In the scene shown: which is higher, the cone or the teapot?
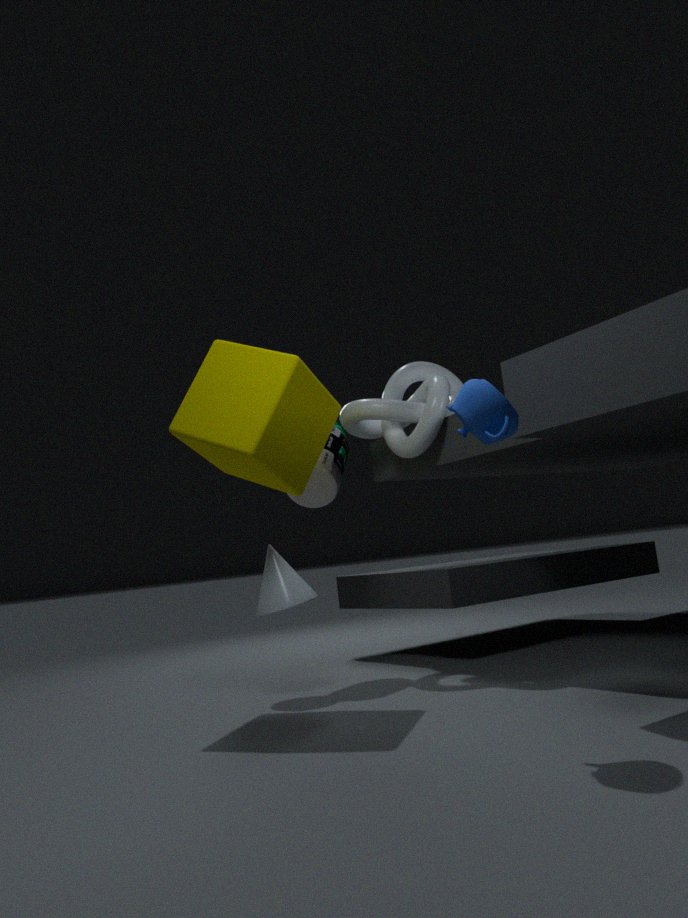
the teapot
